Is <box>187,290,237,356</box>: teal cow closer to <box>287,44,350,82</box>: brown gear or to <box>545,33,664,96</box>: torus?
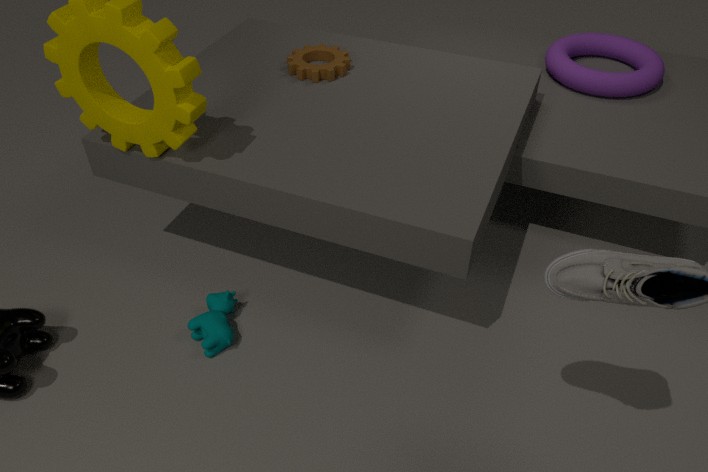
<box>287,44,350,82</box>: brown gear
